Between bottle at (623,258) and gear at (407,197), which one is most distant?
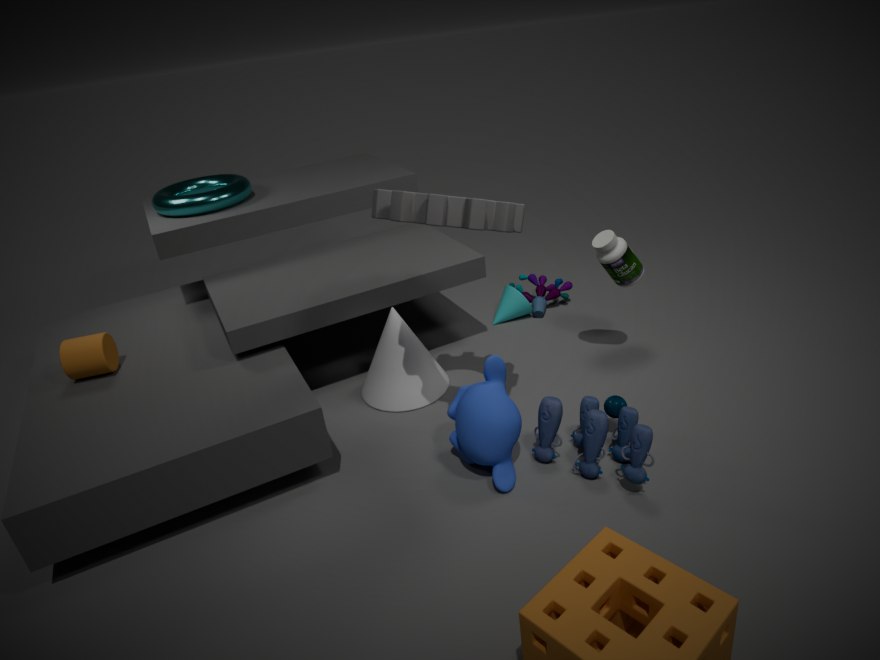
bottle at (623,258)
